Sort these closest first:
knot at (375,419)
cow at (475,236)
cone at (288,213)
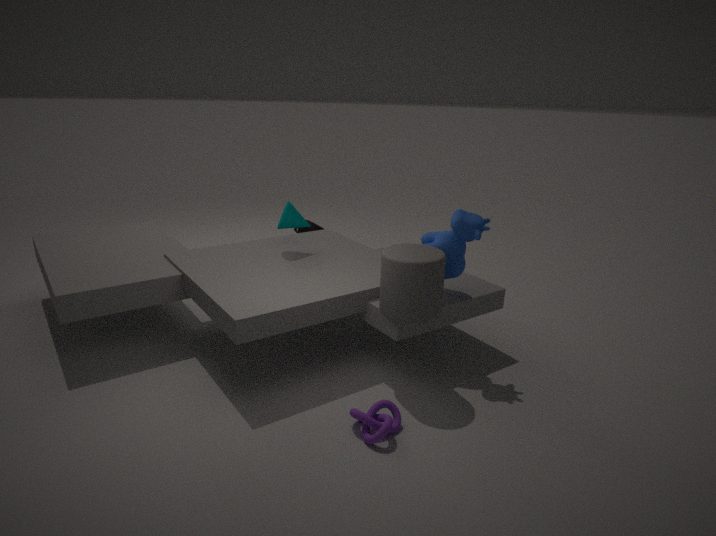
knot at (375,419), cow at (475,236), cone at (288,213)
